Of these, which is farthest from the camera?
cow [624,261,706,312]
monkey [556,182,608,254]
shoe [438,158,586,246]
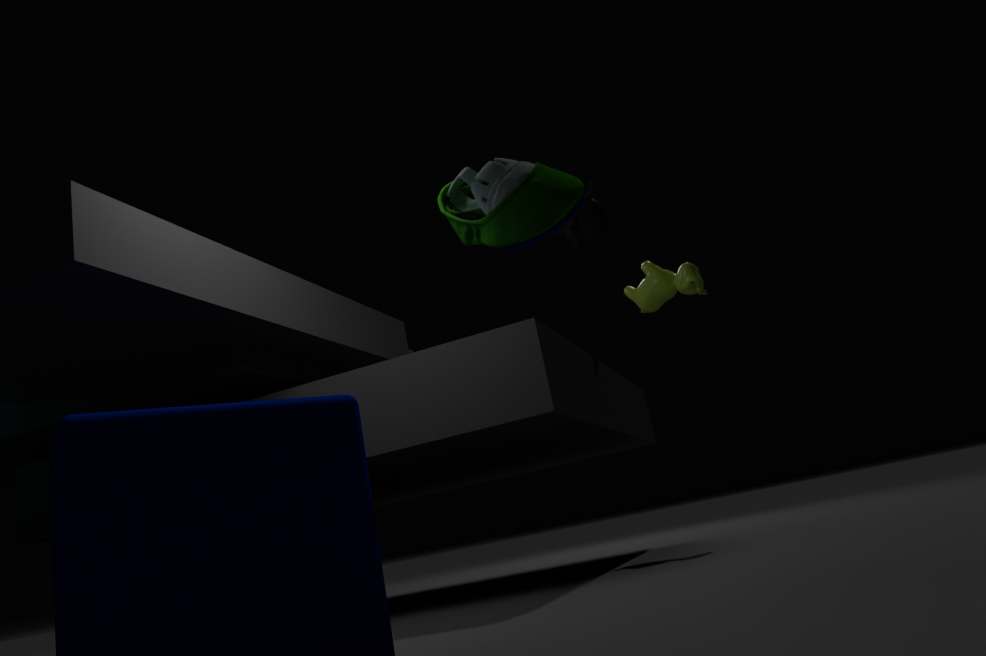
monkey [556,182,608,254]
